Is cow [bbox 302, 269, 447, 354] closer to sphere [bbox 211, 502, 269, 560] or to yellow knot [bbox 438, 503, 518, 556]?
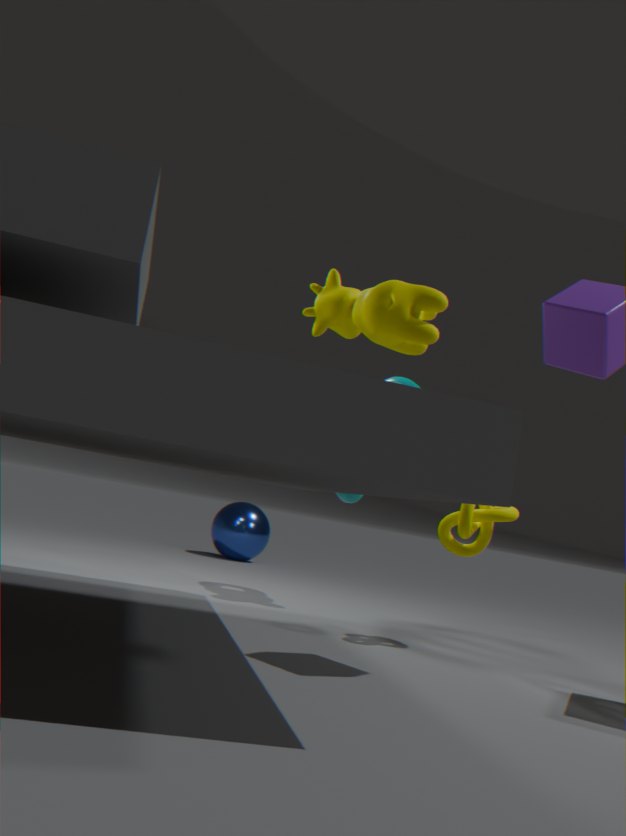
yellow knot [bbox 438, 503, 518, 556]
